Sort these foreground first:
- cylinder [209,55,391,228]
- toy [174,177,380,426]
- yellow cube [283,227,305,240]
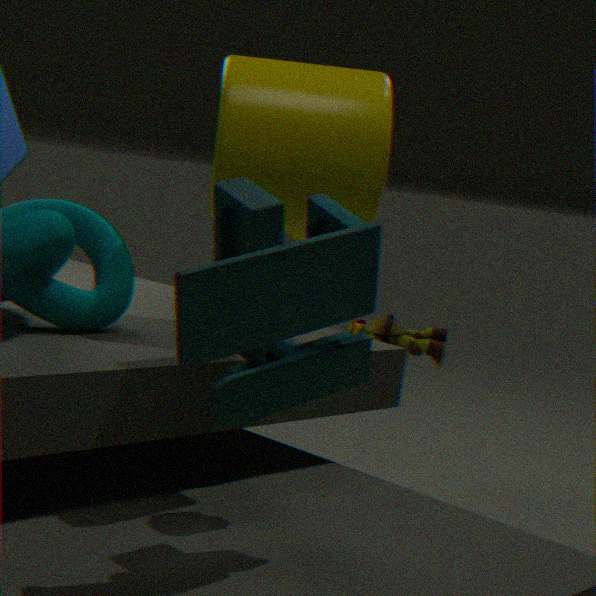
toy [174,177,380,426], cylinder [209,55,391,228], yellow cube [283,227,305,240]
